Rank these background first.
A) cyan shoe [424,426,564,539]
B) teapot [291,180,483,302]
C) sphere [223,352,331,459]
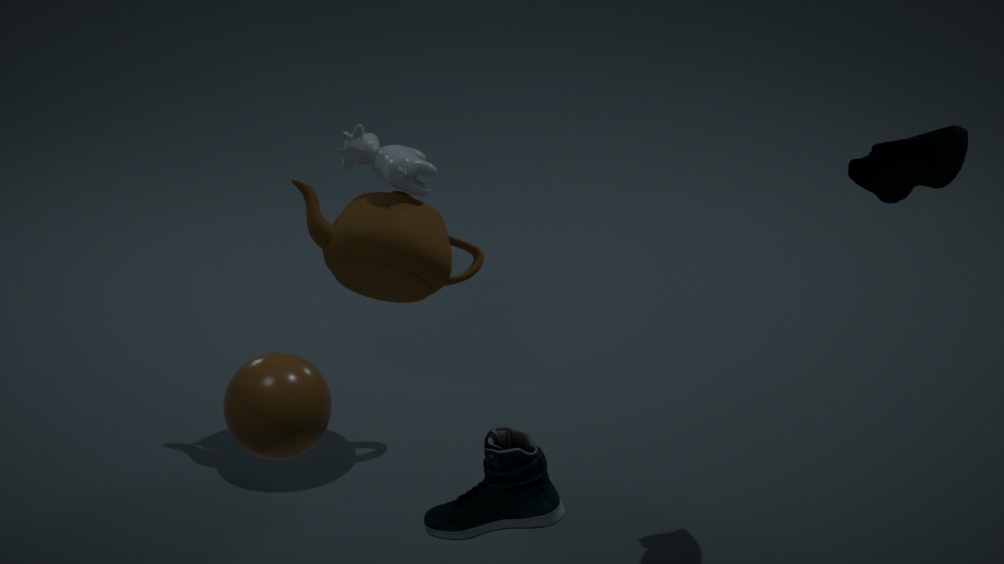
1. teapot [291,180,483,302]
2. cyan shoe [424,426,564,539]
3. sphere [223,352,331,459]
